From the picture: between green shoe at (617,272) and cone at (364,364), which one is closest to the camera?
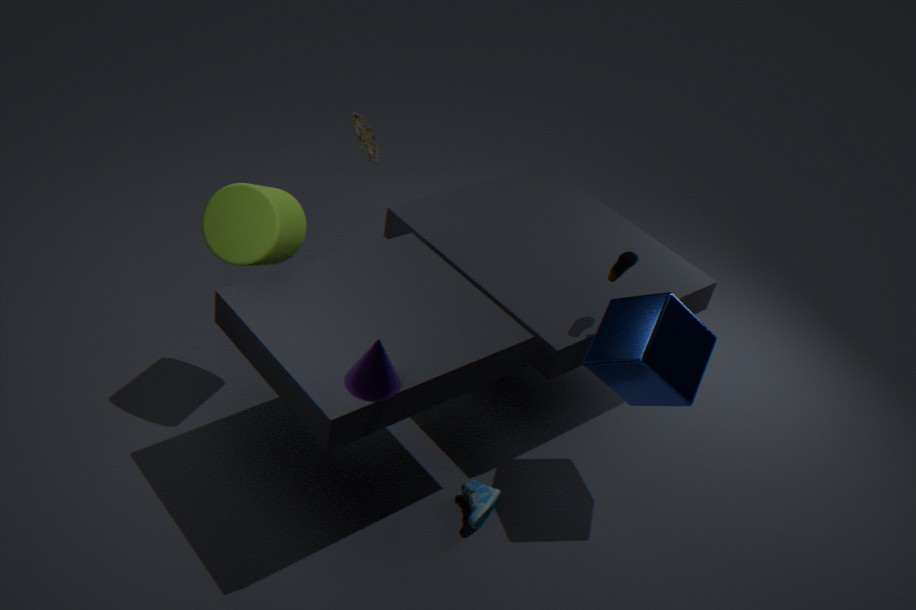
cone at (364,364)
